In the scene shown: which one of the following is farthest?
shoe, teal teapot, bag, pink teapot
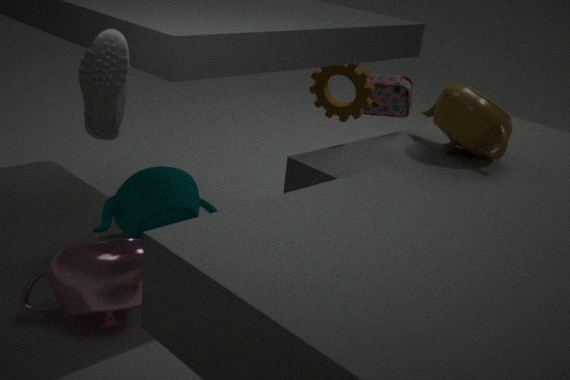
bag
